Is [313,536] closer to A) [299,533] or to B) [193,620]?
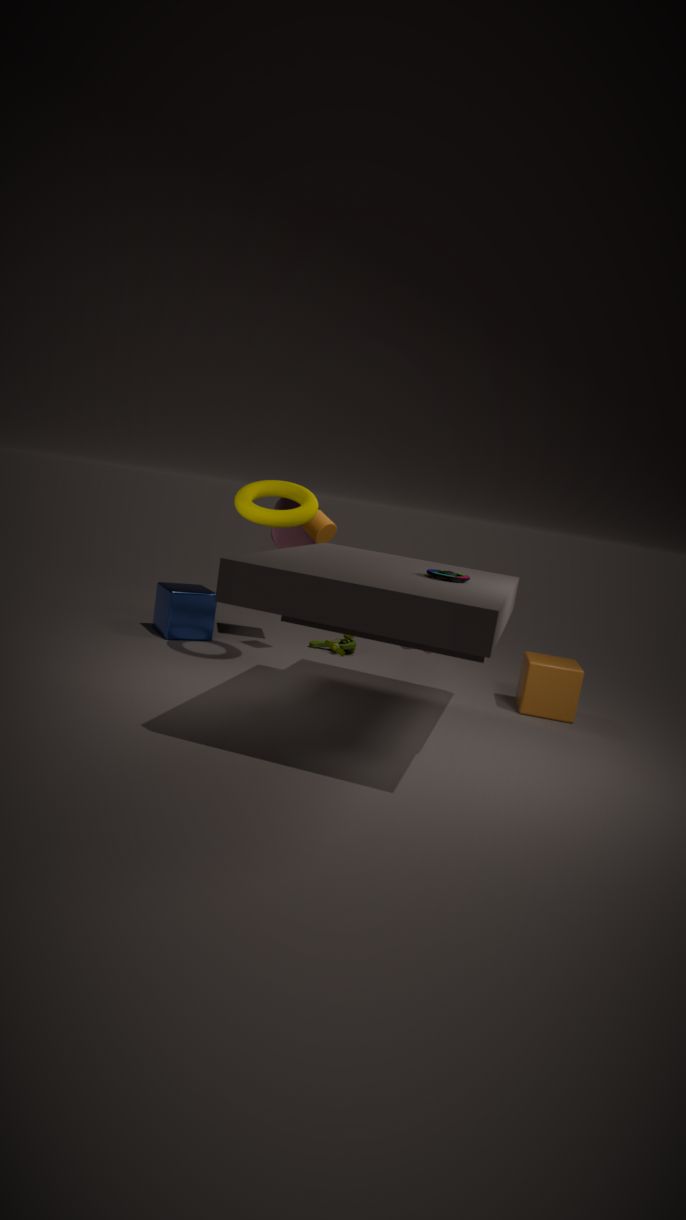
A) [299,533]
